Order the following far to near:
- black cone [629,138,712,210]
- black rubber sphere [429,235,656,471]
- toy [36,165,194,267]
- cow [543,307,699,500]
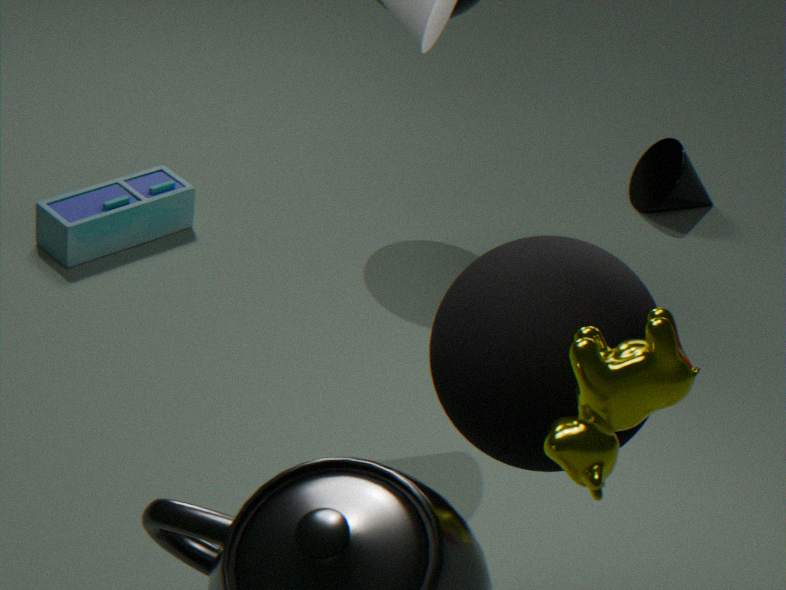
black cone [629,138,712,210], toy [36,165,194,267], black rubber sphere [429,235,656,471], cow [543,307,699,500]
